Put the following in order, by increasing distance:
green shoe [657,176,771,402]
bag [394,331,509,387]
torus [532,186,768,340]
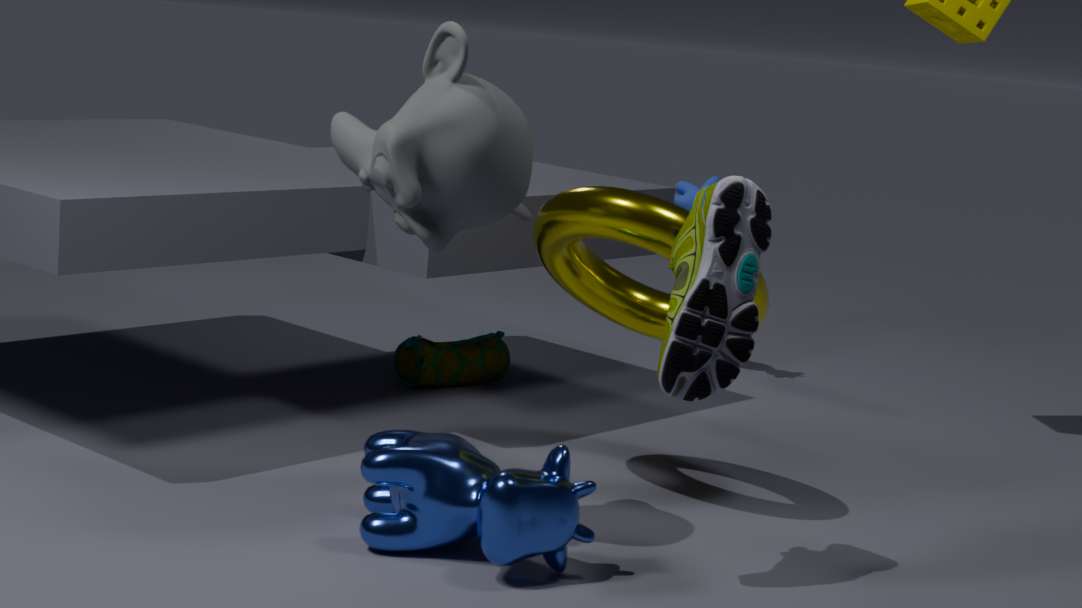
green shoe [657,176,771,402] < torus [532,186,768,340] < bag [394,331,509,387]
